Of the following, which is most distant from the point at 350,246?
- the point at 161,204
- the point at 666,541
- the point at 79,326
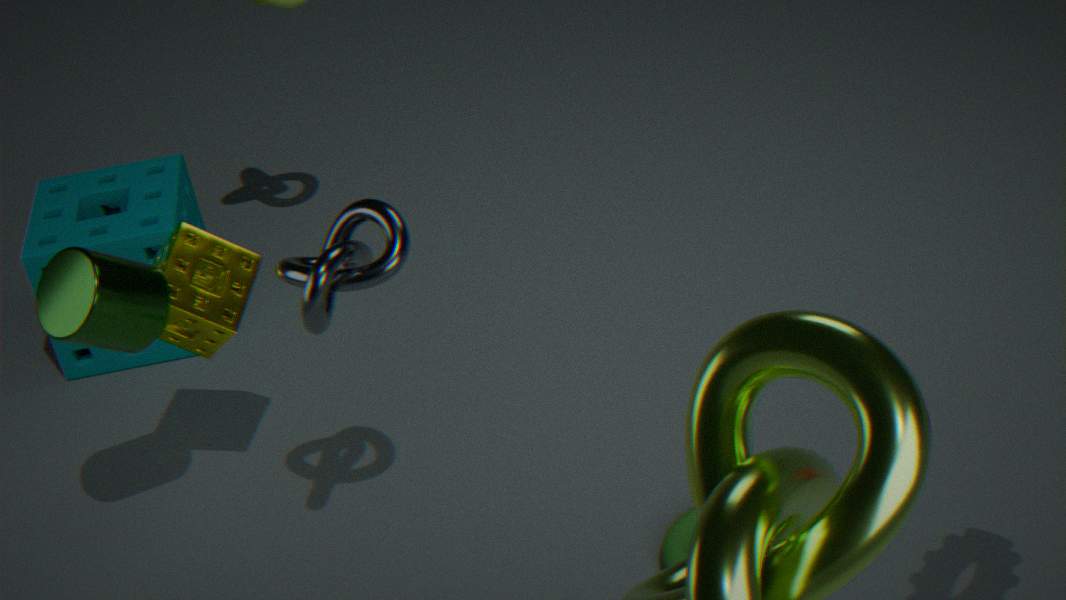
the point at 161,204
